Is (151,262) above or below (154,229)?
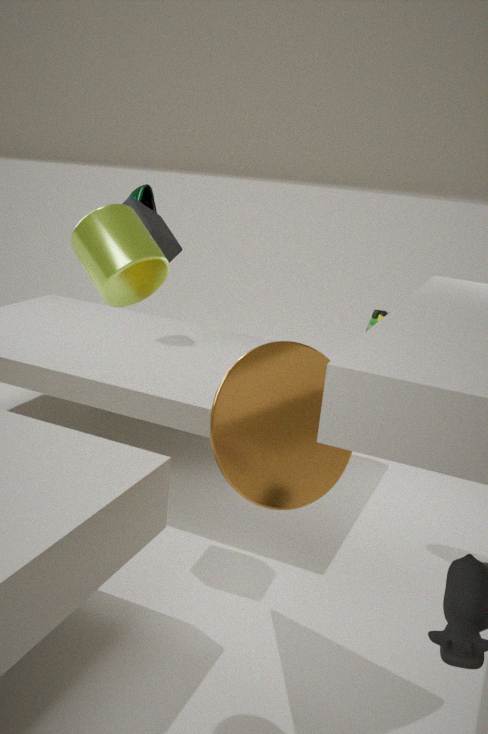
above
